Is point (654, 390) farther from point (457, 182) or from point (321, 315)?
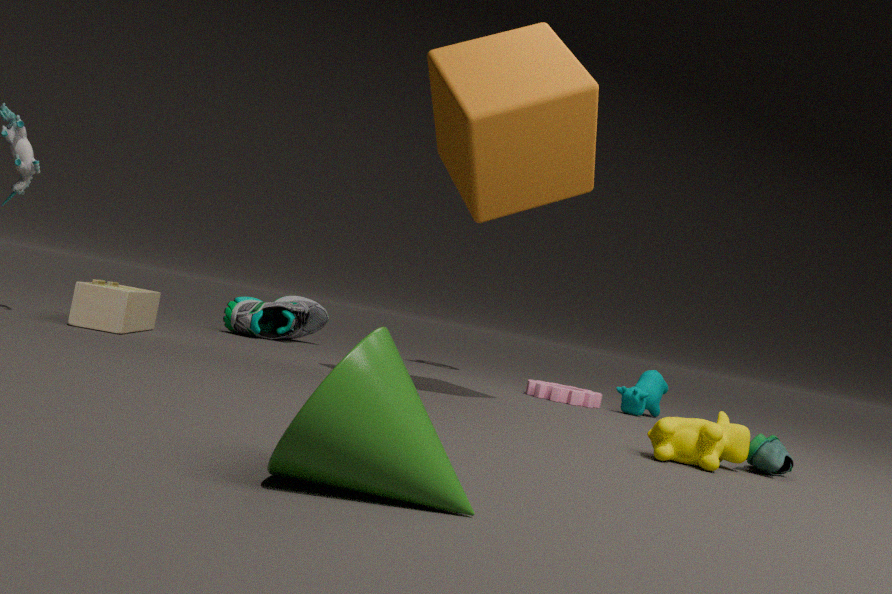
point (321, 315)
